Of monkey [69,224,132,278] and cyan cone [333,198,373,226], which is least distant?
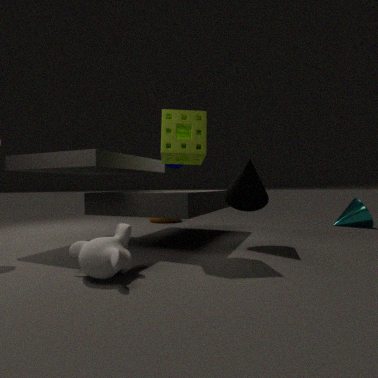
monkey [69,224,132,278]
